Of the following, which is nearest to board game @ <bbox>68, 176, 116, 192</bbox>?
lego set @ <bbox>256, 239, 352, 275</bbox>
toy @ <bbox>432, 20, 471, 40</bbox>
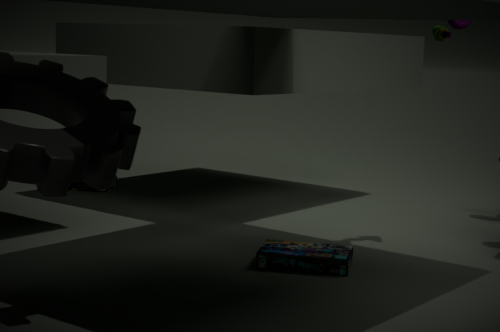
lego set @ <bbox>256, 239, 352, 275</bbox>
